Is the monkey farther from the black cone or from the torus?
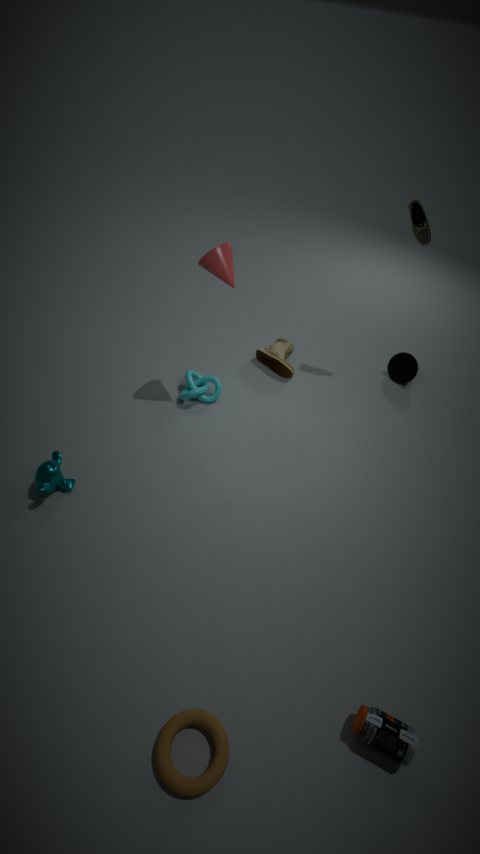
the black cone
